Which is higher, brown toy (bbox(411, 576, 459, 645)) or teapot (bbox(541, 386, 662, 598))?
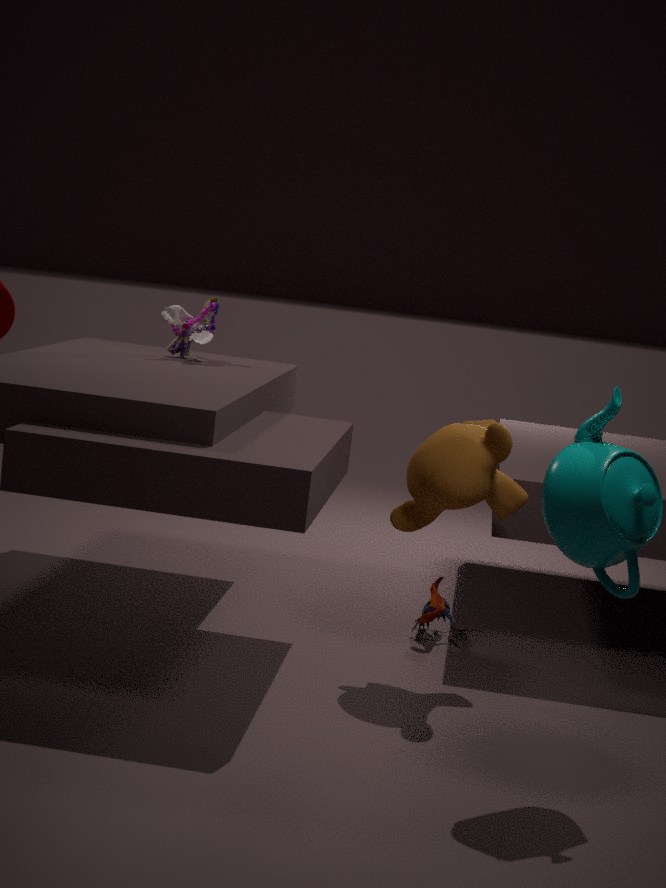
teapot (bbox(541, 386, 662, 598))
